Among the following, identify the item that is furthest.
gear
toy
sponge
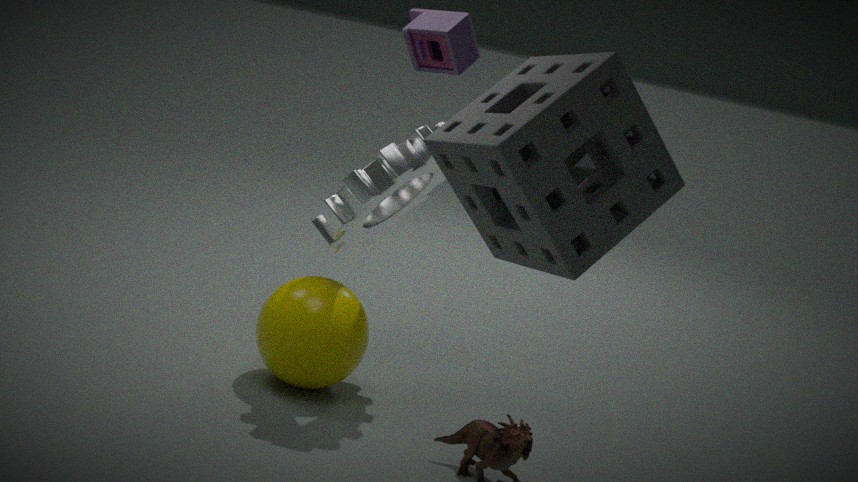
gear
